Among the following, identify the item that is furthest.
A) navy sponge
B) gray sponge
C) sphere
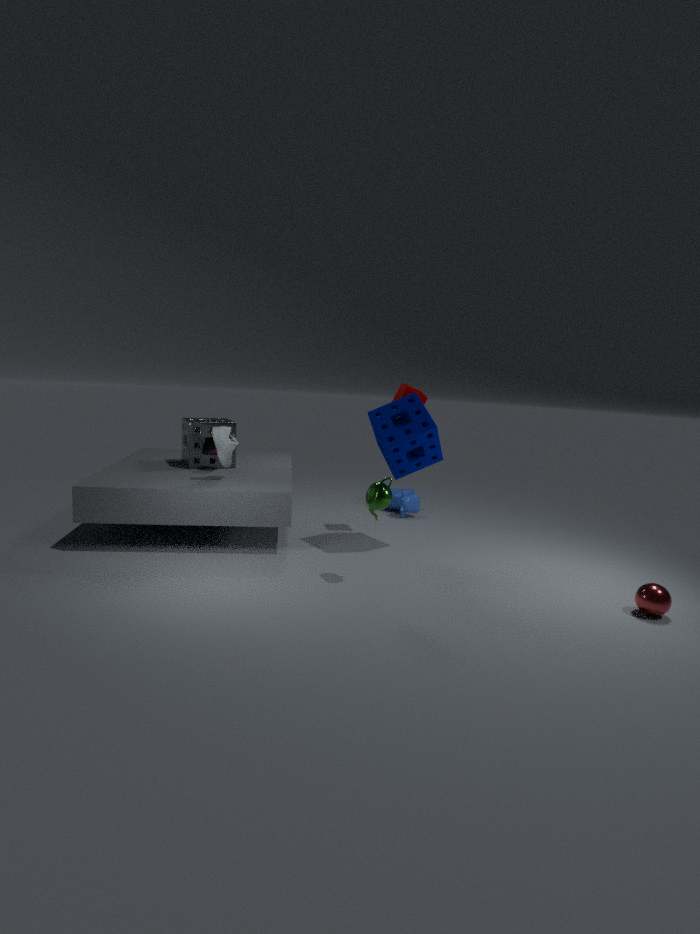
gray sponge
